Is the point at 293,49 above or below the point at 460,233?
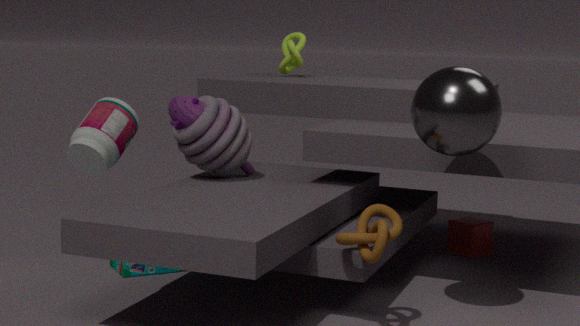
above
